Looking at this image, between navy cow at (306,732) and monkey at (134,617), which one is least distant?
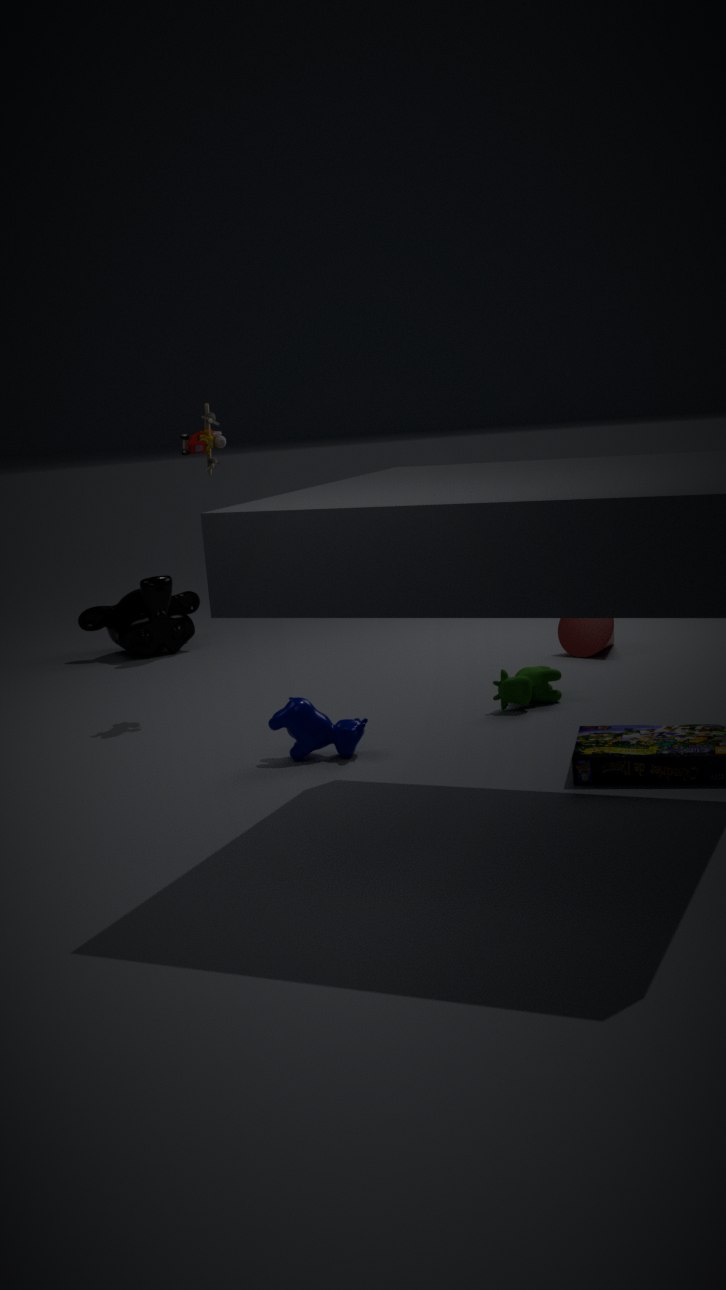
navy cow at (306,732)
